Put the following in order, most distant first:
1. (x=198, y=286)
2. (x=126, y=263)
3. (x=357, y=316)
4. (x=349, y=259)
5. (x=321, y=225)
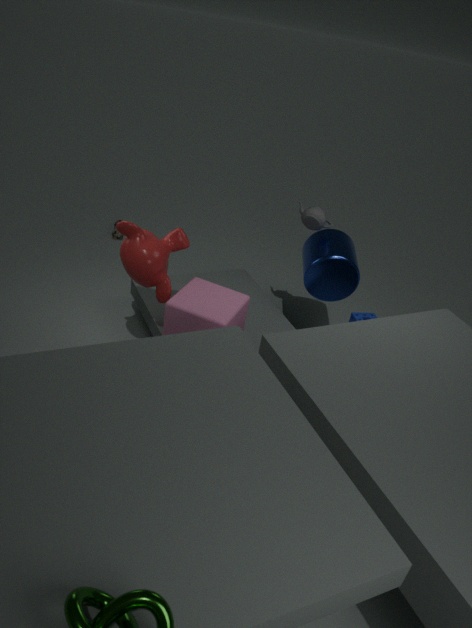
(x=357, y=316) < (x=321, y=225) < (x=349, y=259) < (x=198, y=286) < (x=126, y=263)
